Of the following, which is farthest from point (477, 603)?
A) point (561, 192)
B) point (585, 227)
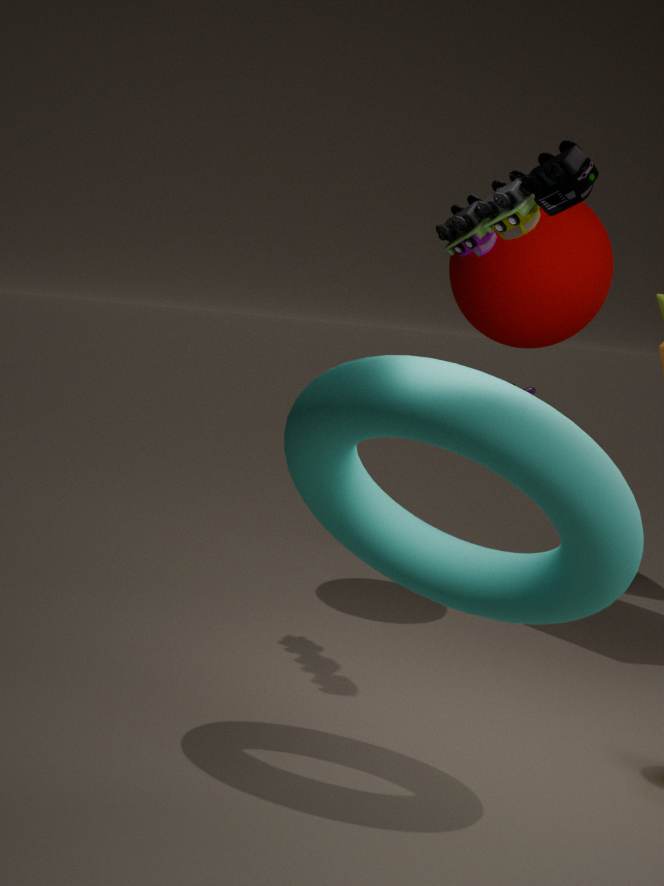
point (585, 227)
